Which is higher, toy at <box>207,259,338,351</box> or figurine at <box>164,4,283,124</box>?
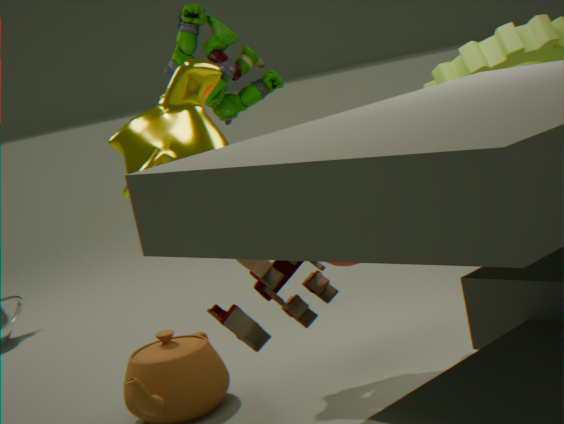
figurine at <box>164,4,283,124</box>
